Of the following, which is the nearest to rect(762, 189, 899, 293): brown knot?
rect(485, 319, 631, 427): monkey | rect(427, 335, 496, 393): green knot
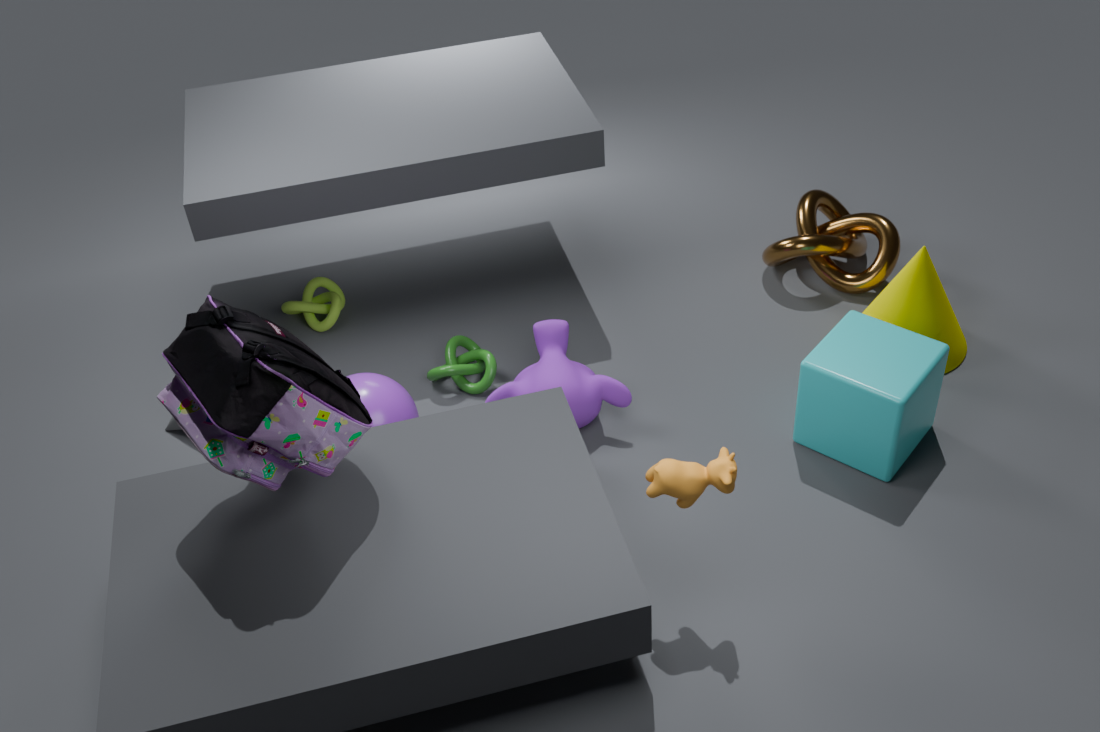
rect(485, 319, 631, 427): monkey
